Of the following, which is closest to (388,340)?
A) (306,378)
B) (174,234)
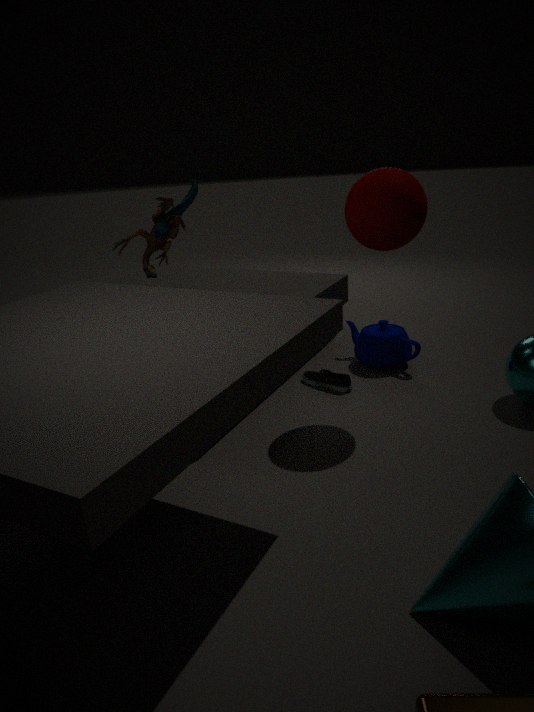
(306,378)
